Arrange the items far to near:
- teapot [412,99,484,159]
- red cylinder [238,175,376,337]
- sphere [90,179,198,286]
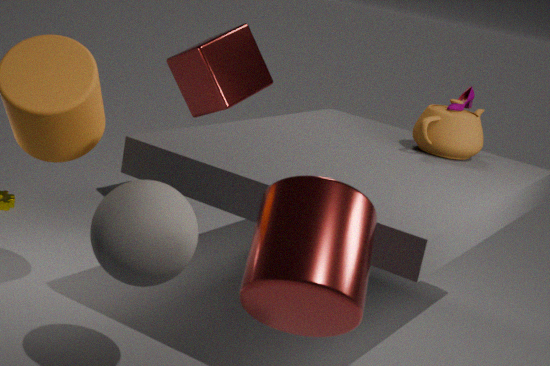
1. teapot [412,99,484,159]
2. sphere [90,179,198,286]
3. red cylinder [238,175,376,337]
